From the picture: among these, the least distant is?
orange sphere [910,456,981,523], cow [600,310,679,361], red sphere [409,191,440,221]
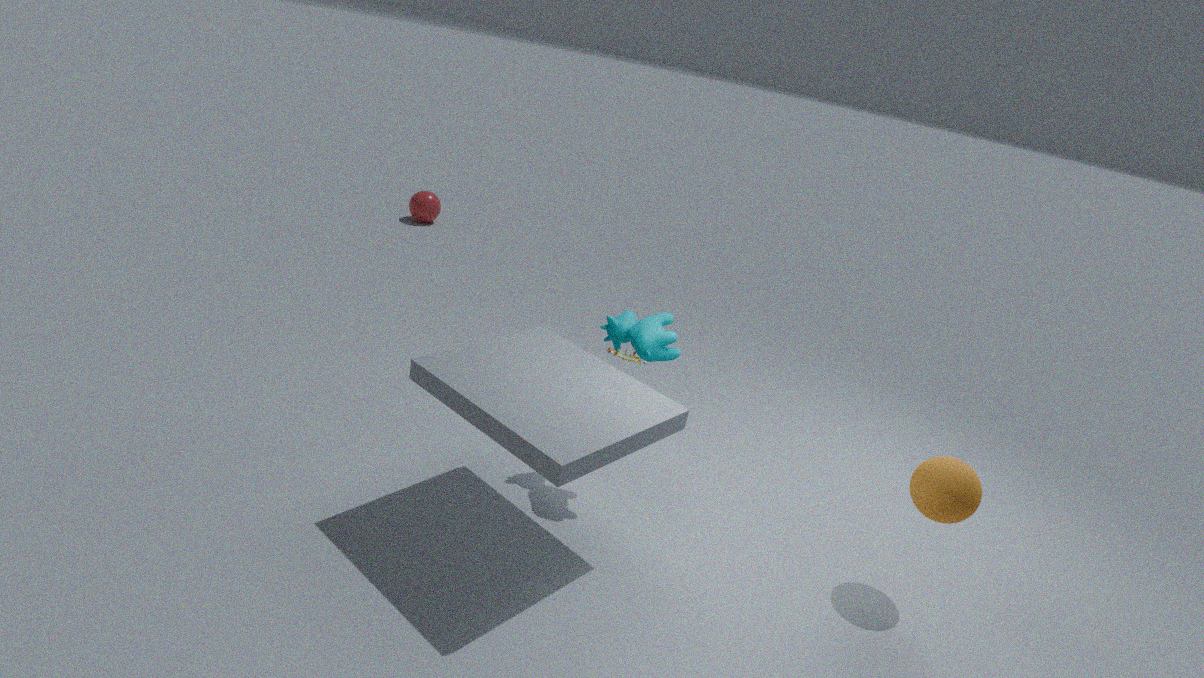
orange sphere [910,456,981,523]
